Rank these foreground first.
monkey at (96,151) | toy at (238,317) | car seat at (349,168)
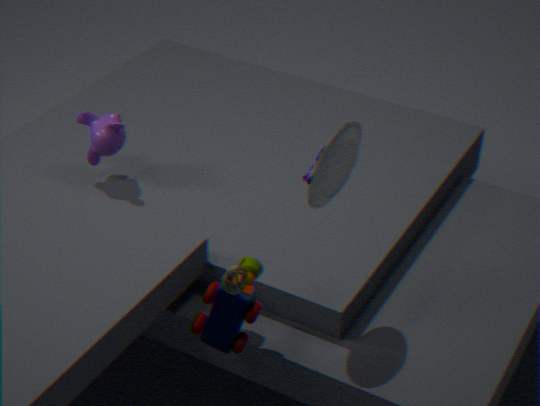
toy at (238,317) → car seat at (349,168) → monkey at (96,151)
